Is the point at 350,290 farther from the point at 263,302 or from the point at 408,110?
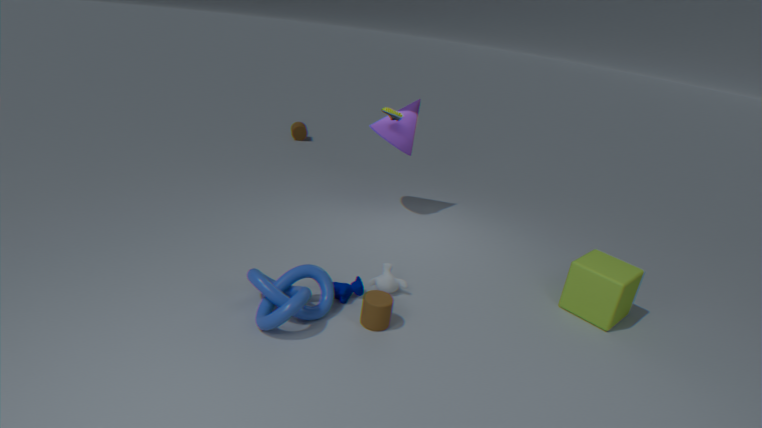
the point at 408,110
